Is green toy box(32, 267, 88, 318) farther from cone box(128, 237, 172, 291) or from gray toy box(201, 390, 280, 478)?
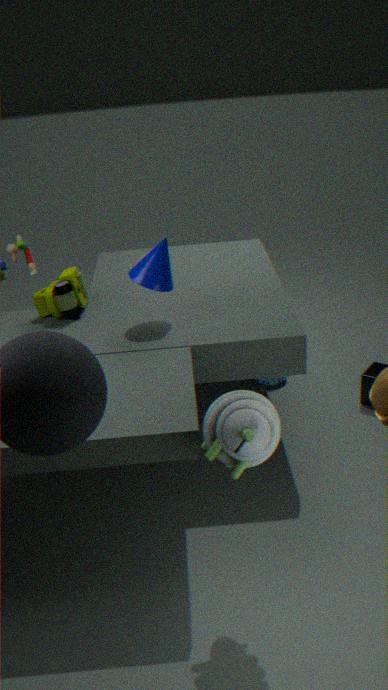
gray toy box(201, 390, 280, 478)
